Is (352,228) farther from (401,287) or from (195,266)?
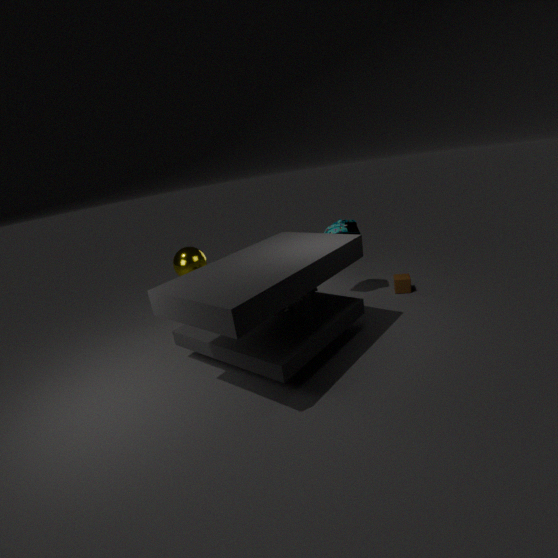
(195,266)
